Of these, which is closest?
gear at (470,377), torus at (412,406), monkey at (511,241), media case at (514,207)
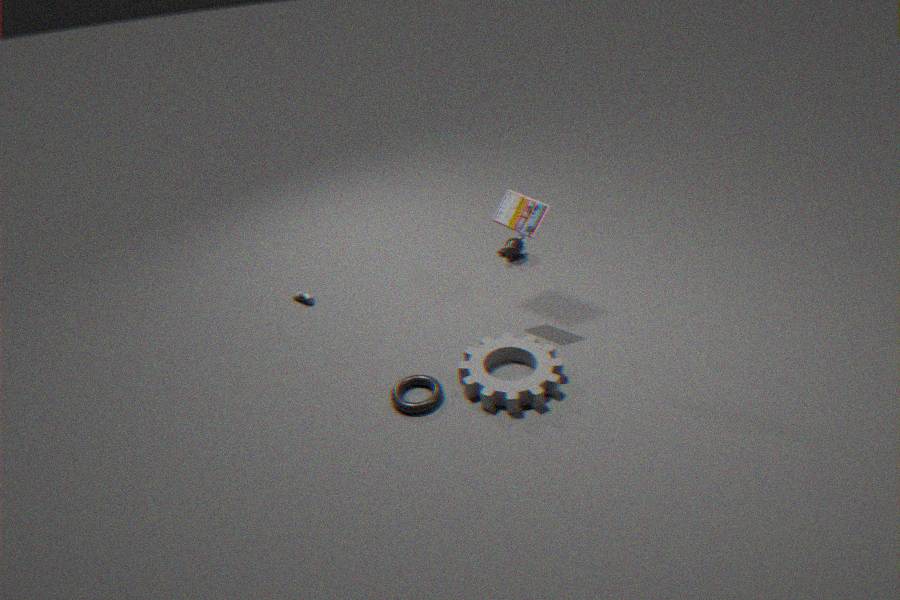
gear at (470,377)
